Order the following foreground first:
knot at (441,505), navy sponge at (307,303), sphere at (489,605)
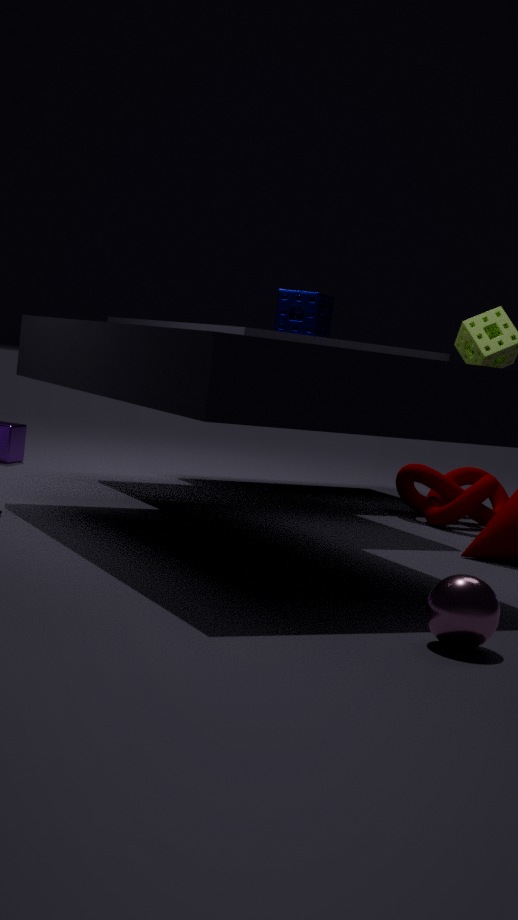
1. sphere at (489,605)
2. navy sponge at (307,303)
3. knot at (441,505)
